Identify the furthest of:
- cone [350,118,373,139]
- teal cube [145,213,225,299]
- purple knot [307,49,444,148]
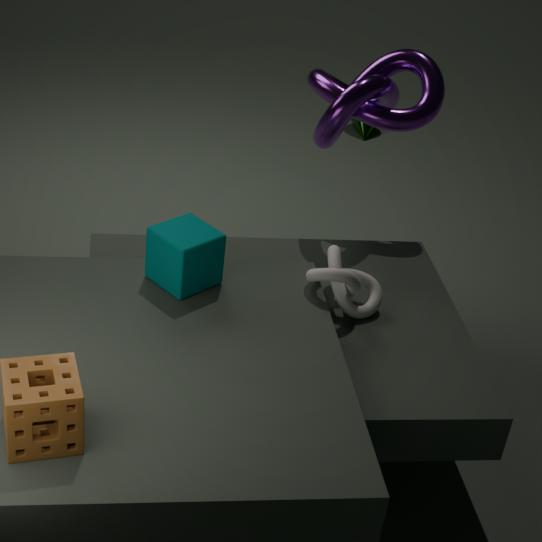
A: cone [350,118,373,139]
